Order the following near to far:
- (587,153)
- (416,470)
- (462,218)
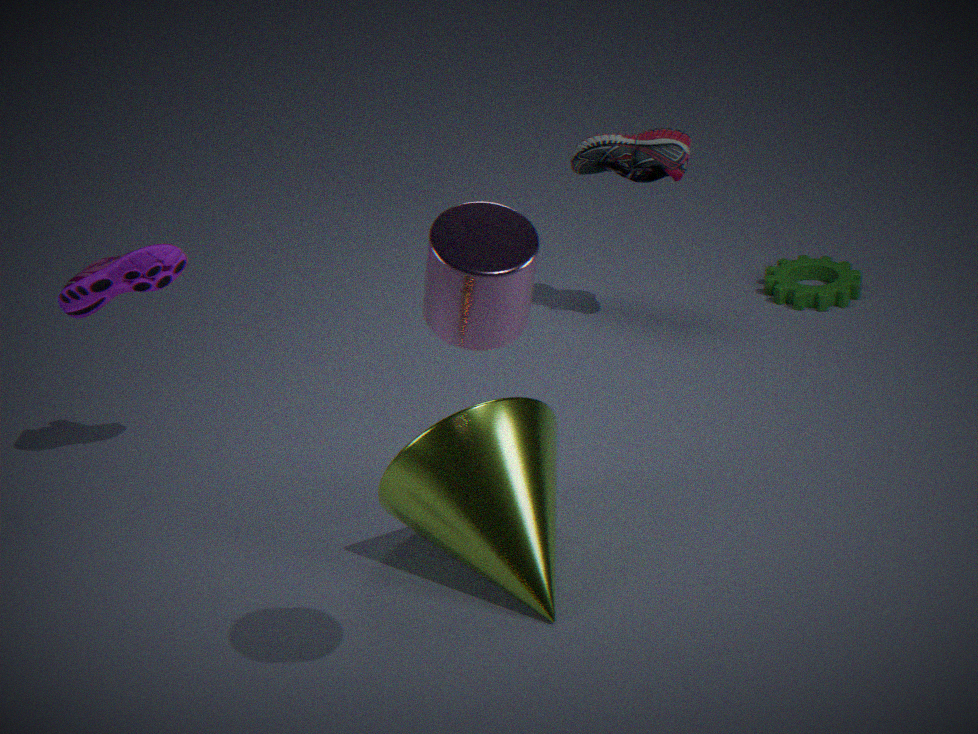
(462,218) < (416,470) < (587,153)
